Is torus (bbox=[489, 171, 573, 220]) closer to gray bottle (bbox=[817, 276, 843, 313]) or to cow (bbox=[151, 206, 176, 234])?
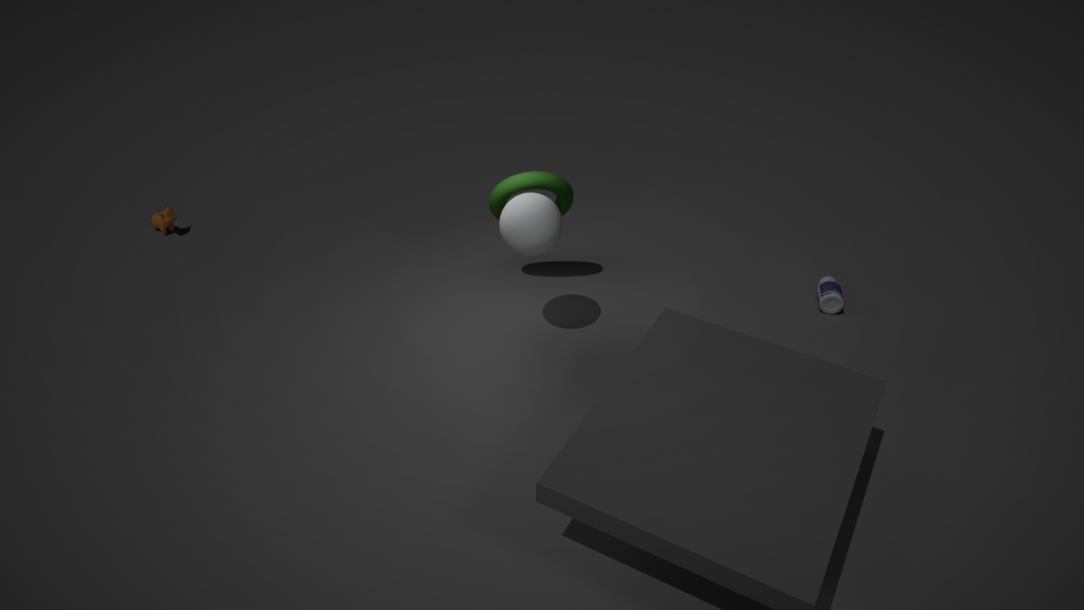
gray bottle (bbox=[817, 276, 843, 313])
